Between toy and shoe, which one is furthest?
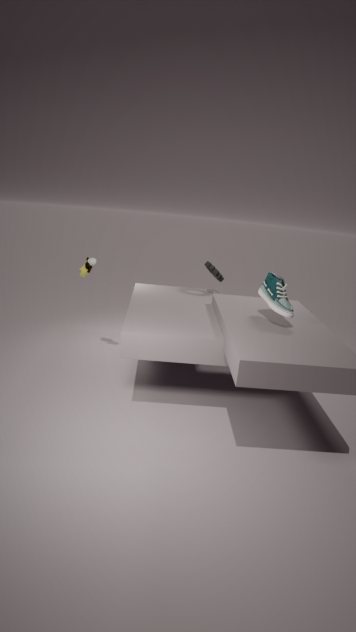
toy
